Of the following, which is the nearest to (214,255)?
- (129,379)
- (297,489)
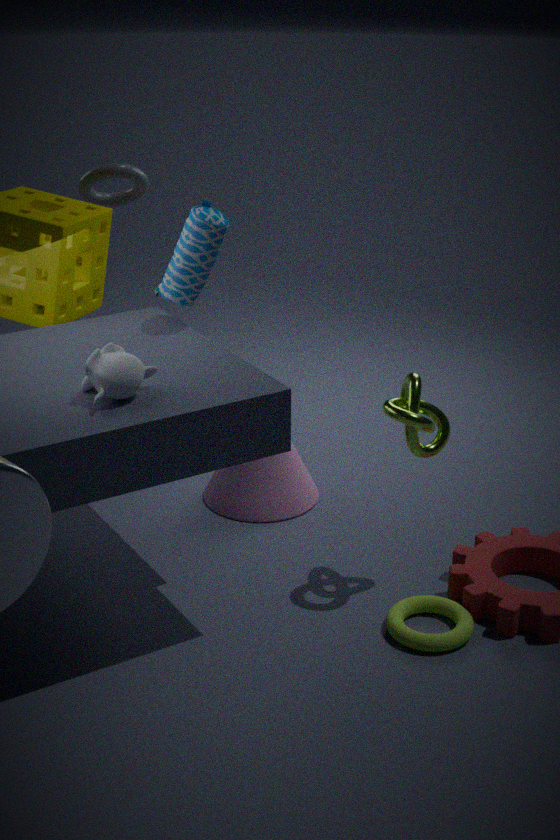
(129,379)
